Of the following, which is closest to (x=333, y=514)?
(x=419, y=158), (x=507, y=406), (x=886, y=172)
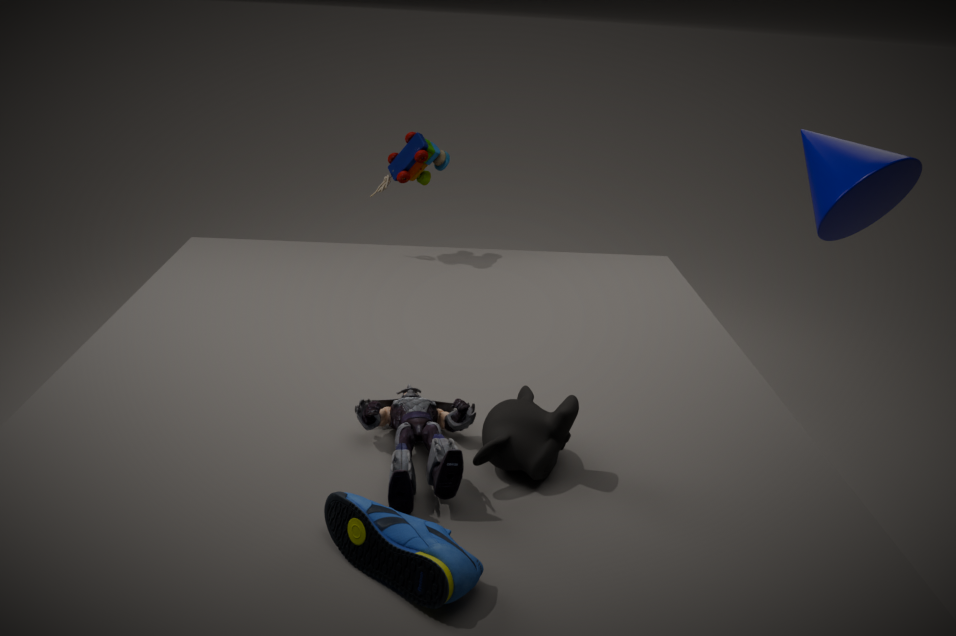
(x=507, y=406)
